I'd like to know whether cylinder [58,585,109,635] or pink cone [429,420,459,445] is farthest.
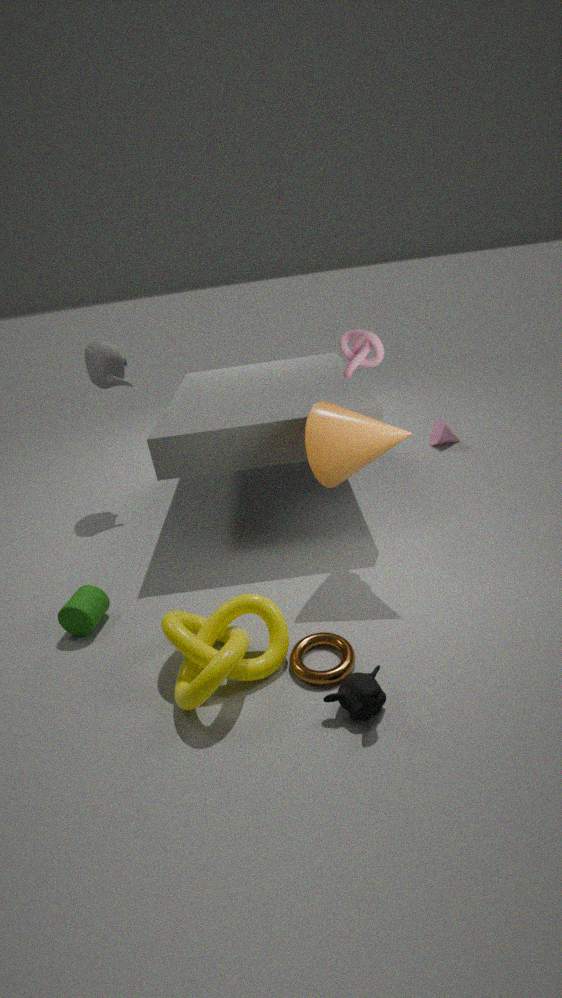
pink cone [429,420,459,445]
